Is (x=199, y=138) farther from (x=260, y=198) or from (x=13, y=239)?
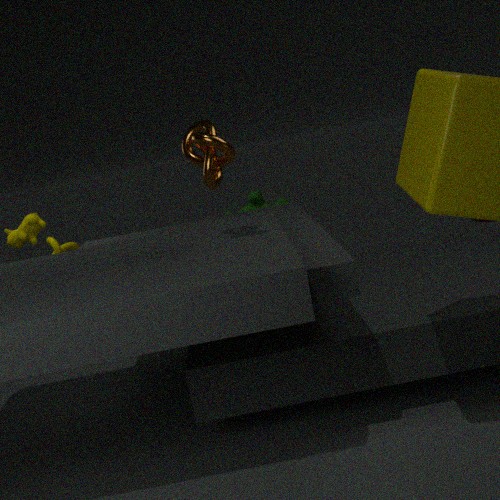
(x=260, y=198)
